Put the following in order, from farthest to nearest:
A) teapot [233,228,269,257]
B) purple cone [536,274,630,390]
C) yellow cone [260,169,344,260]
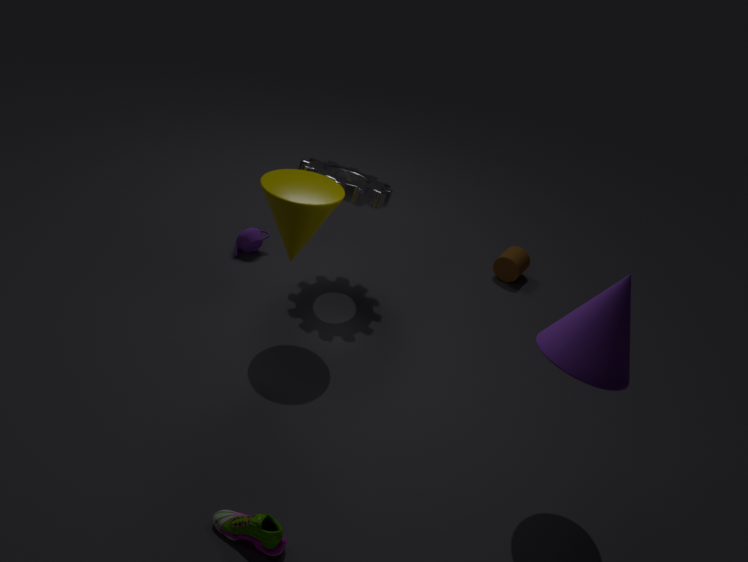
teapot [233,228,269,257] < yellow cone [260,169,344,260] < purple cone [536,274,630,390]
